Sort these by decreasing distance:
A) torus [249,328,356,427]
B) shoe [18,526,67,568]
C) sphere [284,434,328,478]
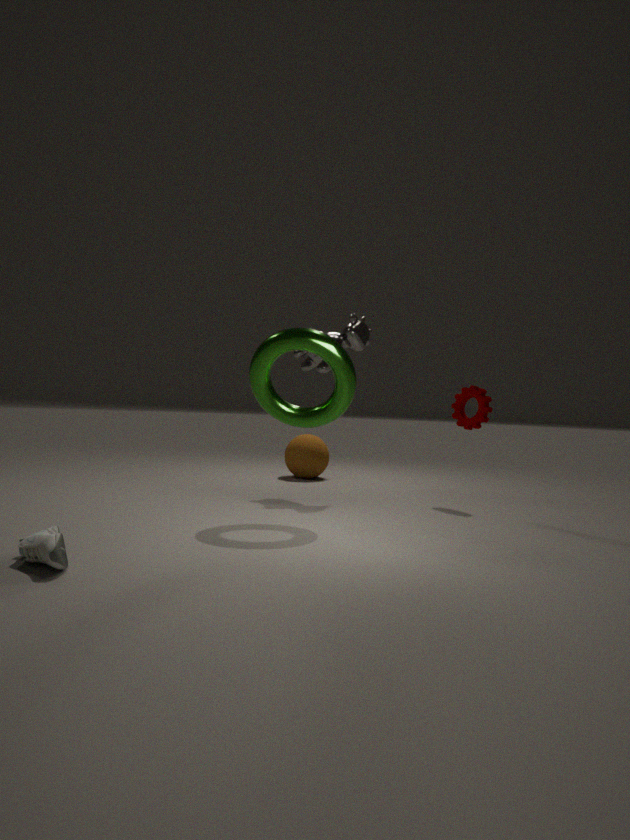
sphere [284,434,328,478] → torus [249,328,356,427] → shoe [18,526,67,568]
